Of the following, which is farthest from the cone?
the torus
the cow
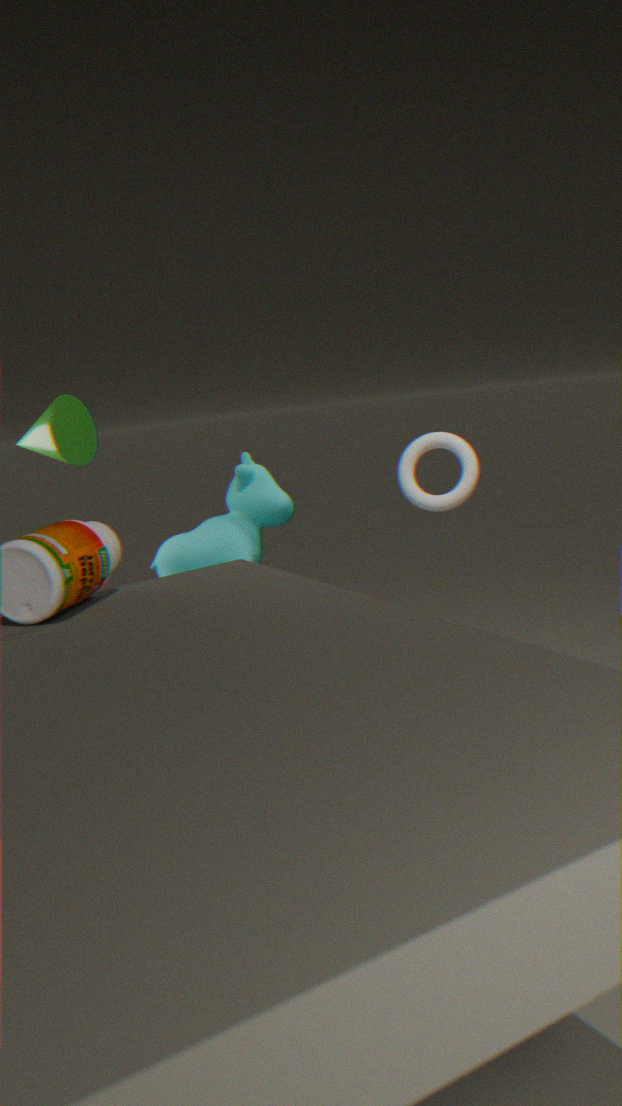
the torus
